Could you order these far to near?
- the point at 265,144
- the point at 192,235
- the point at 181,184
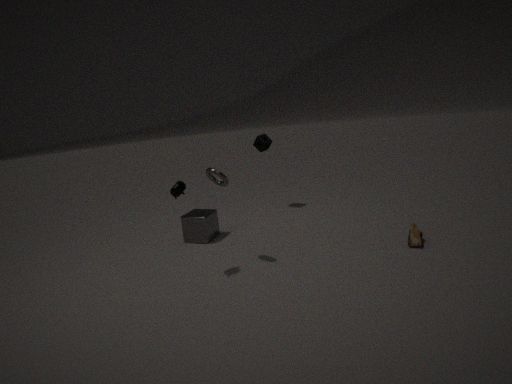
the point at 265,144 → the point at 192,235 → the point at 181,184
